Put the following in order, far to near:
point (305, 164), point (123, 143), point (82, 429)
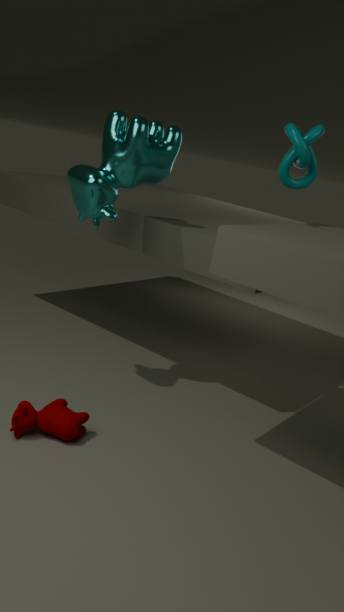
1. point (305, 164)
2. point (123, 143)
3. point (82, 429)
